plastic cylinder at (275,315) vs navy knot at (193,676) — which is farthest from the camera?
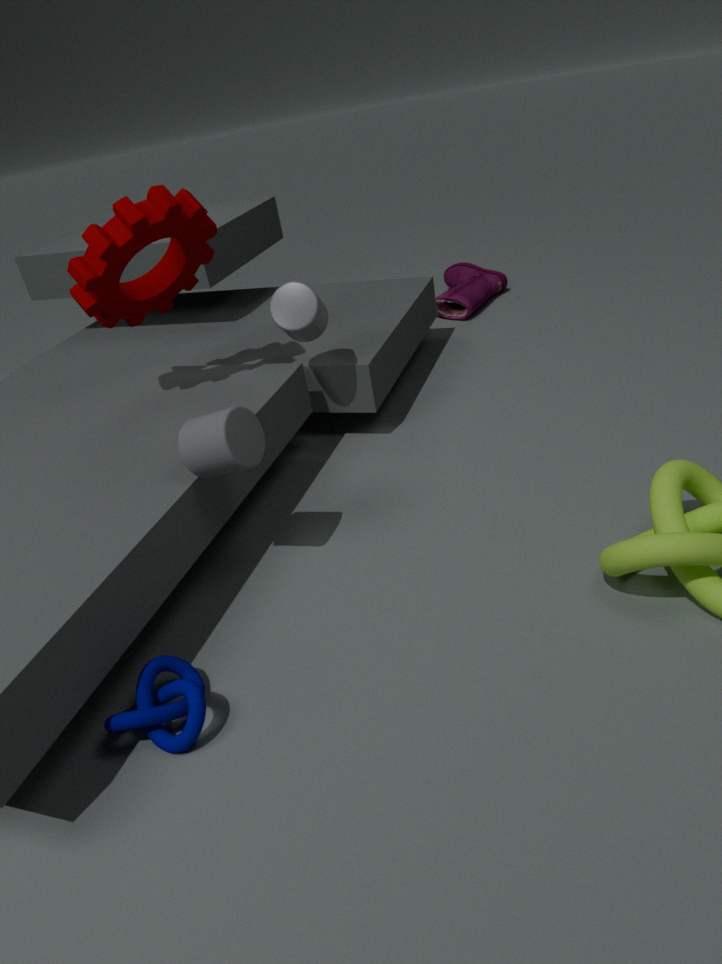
plastic cylinder at (275,315)
